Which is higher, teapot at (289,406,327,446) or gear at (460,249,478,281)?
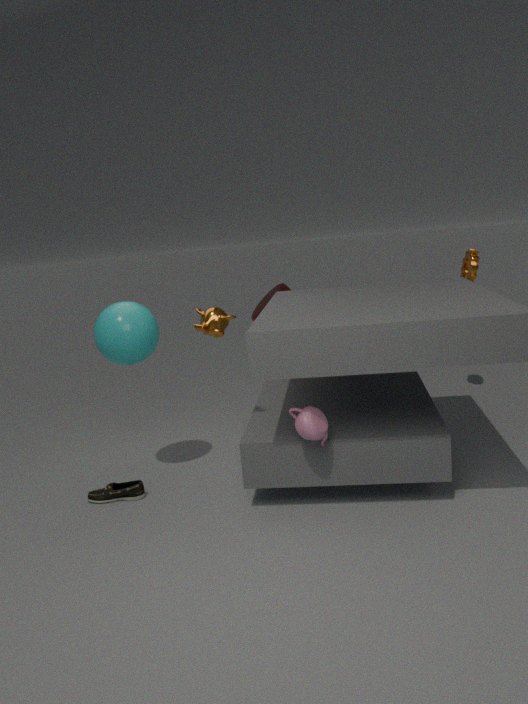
gear at (460,249,478,281)
